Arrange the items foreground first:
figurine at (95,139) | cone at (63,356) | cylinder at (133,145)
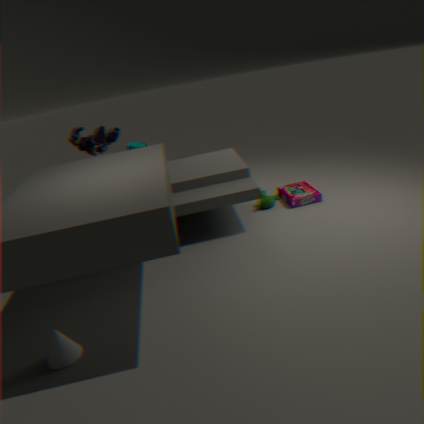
cone at (63,356), figurine at (95,139), cylinder at (133,145)
